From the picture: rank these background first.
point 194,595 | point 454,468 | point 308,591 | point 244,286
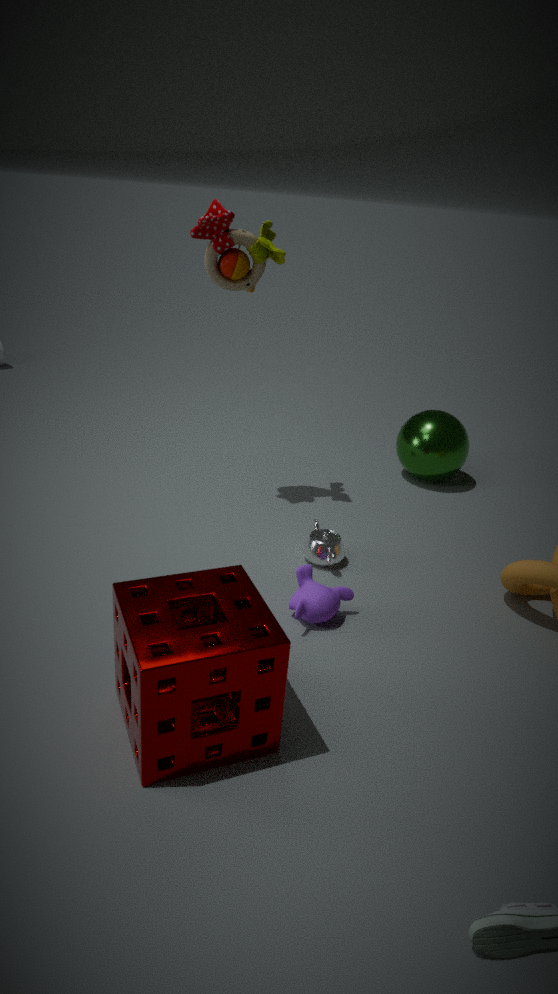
point 454,468
point 244,286
point 308,591
point 194,595
